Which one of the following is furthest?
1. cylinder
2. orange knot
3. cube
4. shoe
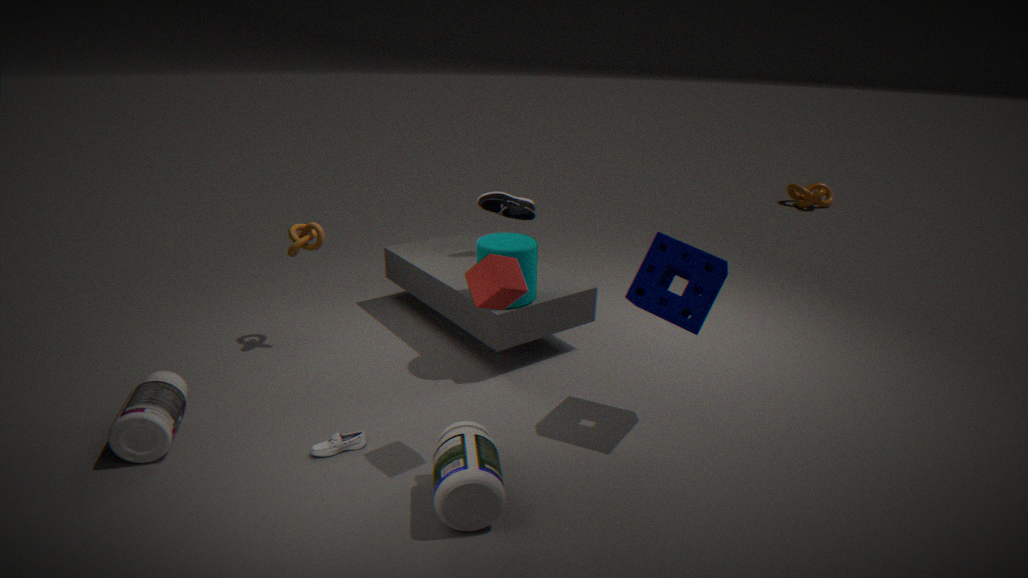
orange knot
